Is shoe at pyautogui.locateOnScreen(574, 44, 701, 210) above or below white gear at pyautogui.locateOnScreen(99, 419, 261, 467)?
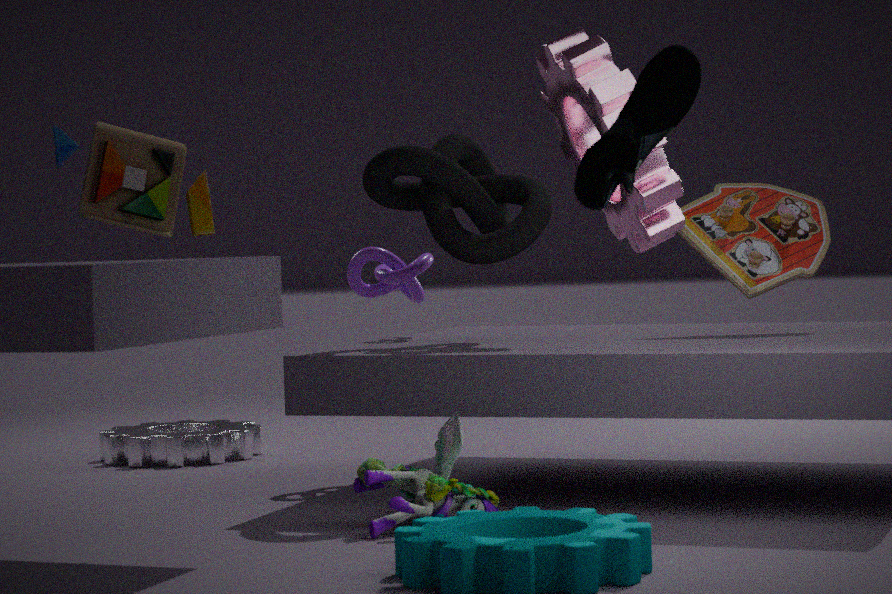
above
